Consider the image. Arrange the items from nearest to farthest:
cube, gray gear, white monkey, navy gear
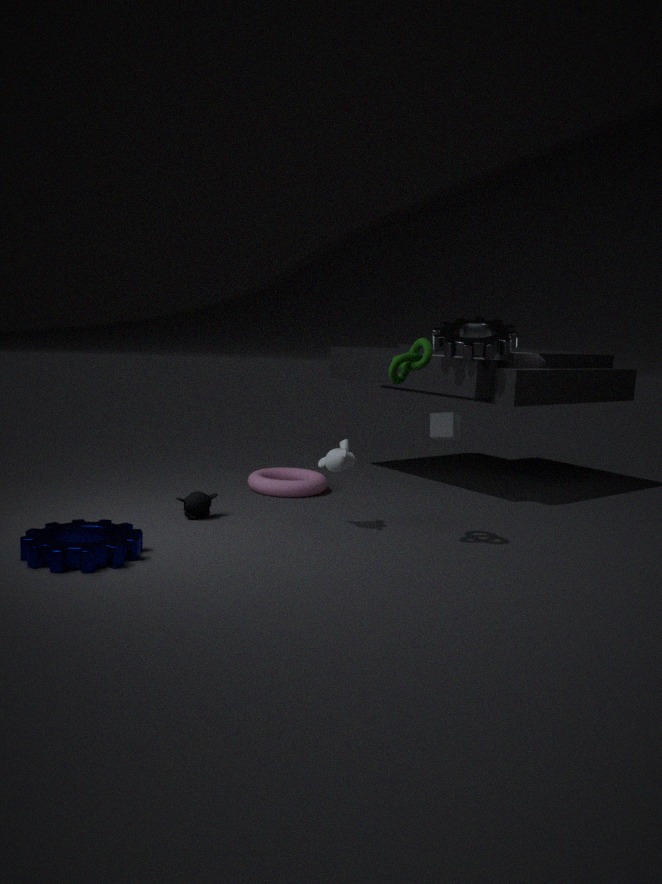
1. navy gear
2. white monkey
3. gray gear
4. cube
